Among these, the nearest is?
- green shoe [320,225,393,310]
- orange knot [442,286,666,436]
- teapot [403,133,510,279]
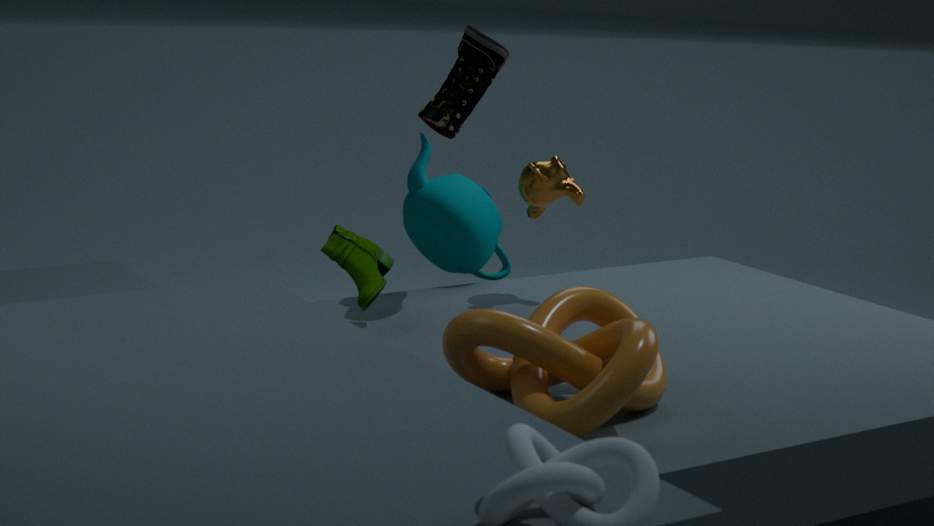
orange knot [442,286,666,436]
